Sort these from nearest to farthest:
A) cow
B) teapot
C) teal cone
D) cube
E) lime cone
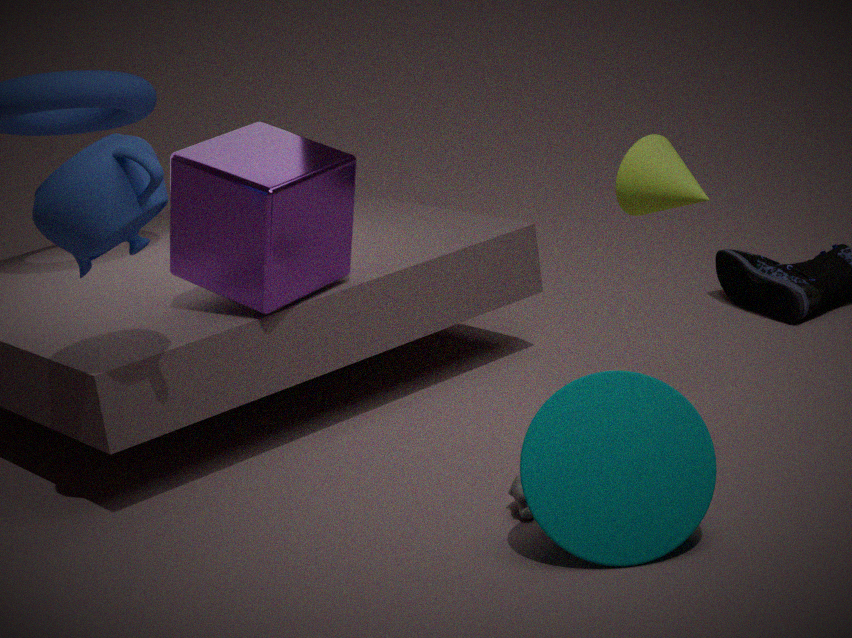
1. teal cone
2. teapot
3. cow
4. lime cone
5. cube
